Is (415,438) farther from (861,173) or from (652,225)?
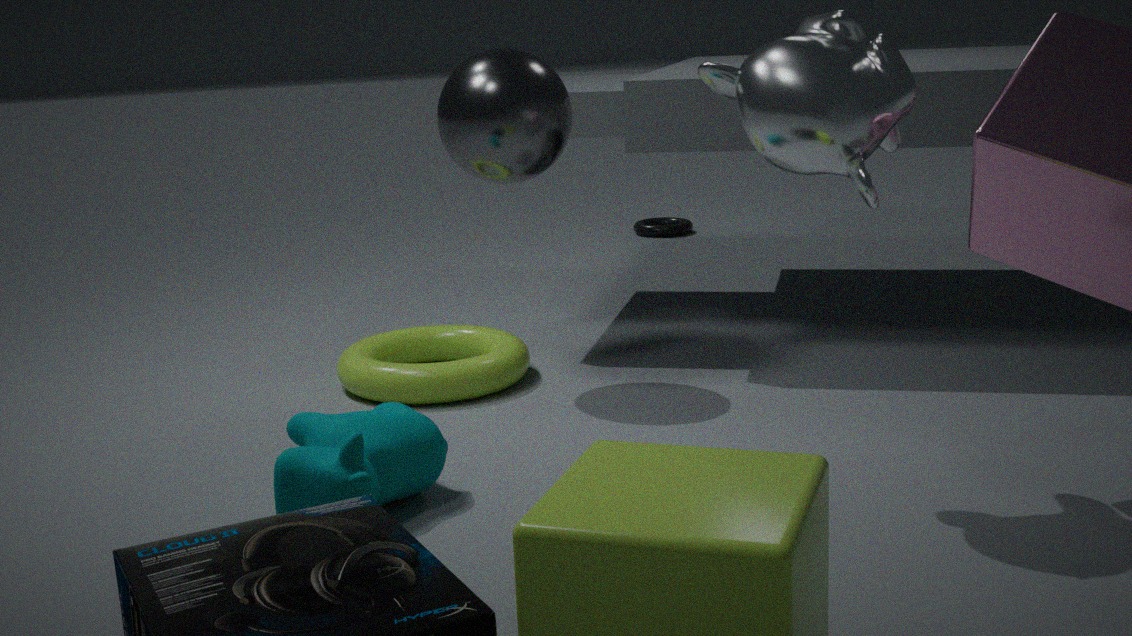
(652,225)
